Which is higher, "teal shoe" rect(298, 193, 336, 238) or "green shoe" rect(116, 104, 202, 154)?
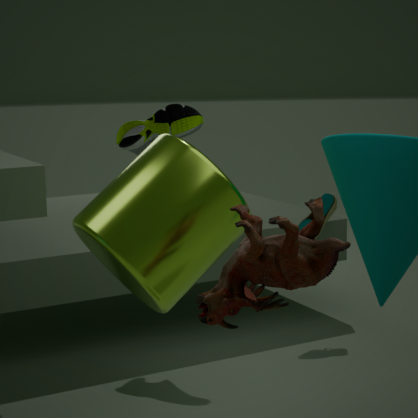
"green shoe" rect(116, 104, 202, 154)
